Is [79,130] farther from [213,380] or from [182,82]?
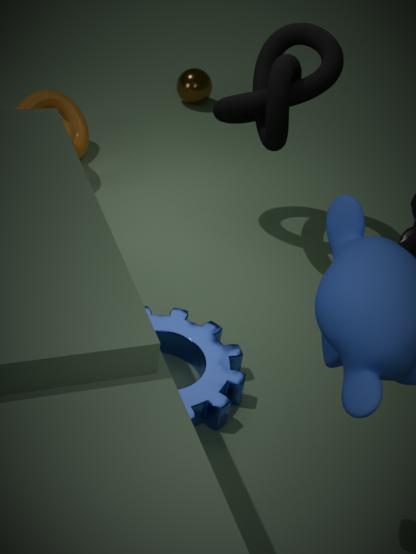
[213,380]
